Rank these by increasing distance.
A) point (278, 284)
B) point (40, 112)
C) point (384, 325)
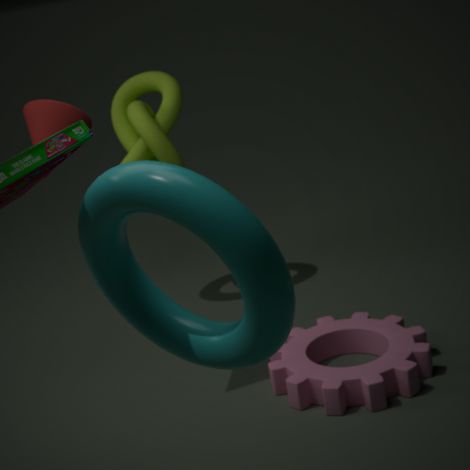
1. point (278, 284)
2. point (40, 112)
3. point (384, 325)
